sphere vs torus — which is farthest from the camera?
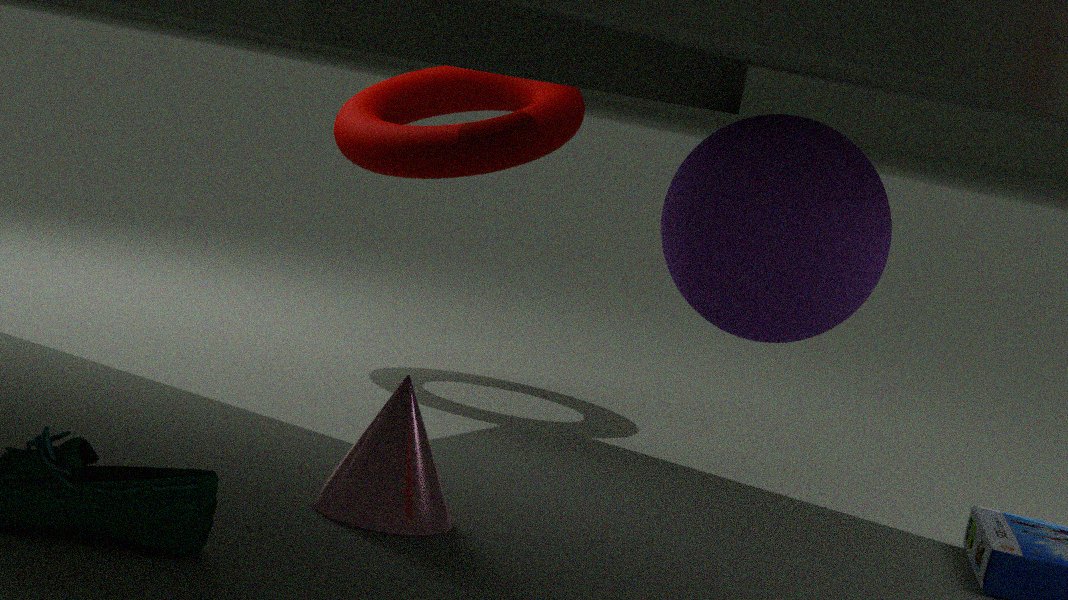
torus
